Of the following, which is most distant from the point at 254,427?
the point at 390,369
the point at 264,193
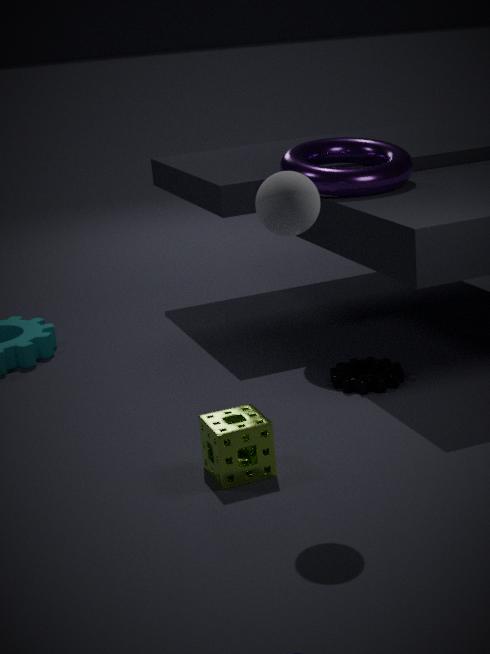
the point at 390,369
